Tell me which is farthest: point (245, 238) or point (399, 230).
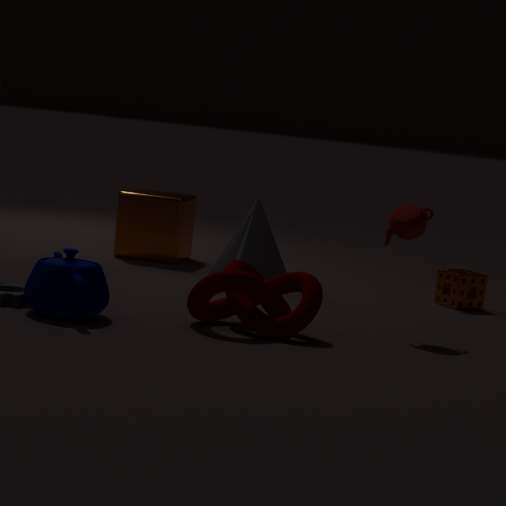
point (245, 238)
